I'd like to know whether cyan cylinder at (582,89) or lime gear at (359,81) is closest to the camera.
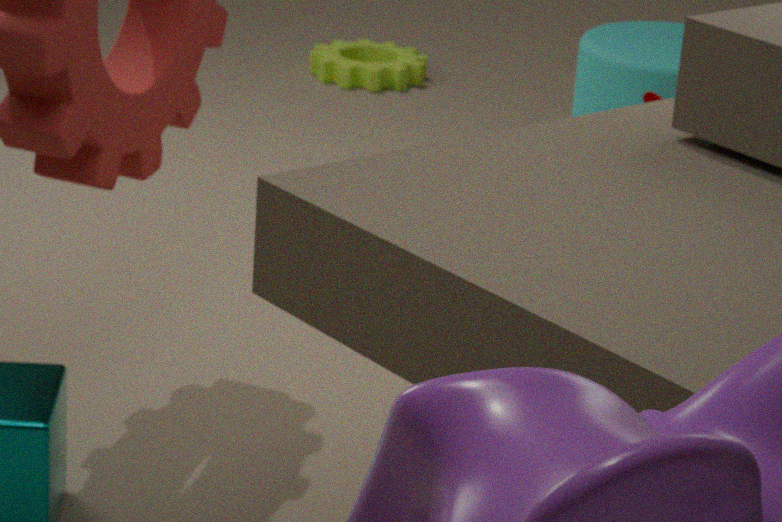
cyan cylinder at (582,89)
